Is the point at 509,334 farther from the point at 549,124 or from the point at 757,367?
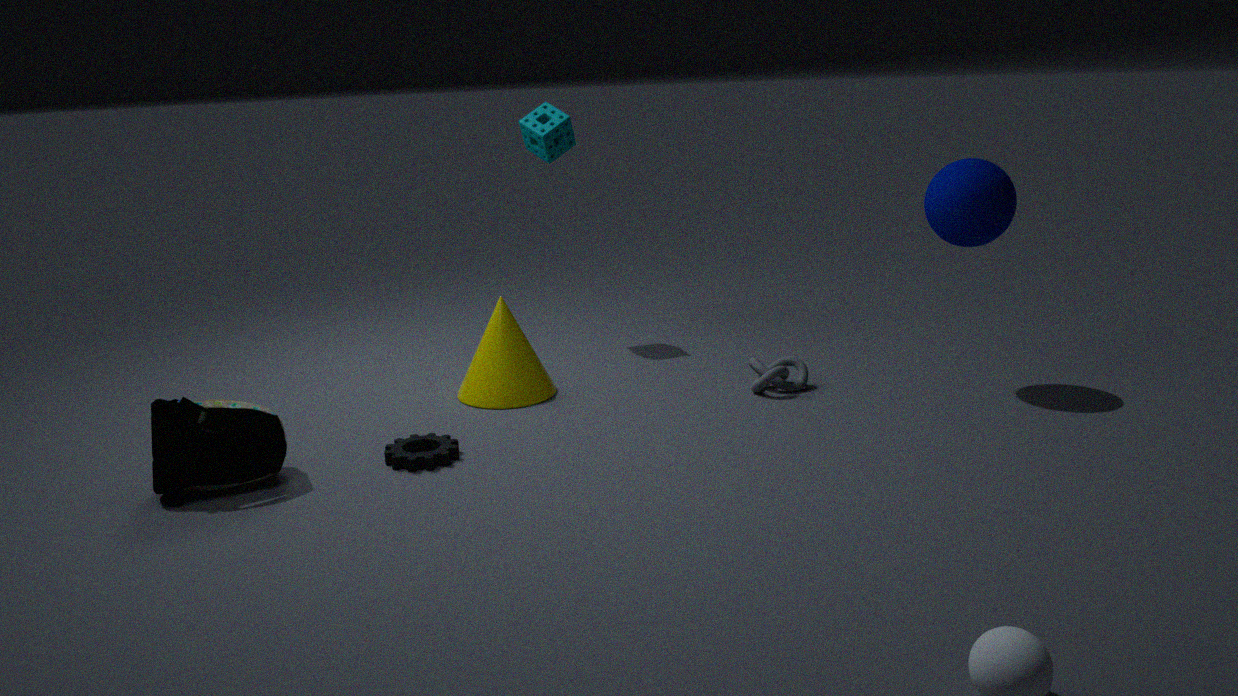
the point at 549,124
